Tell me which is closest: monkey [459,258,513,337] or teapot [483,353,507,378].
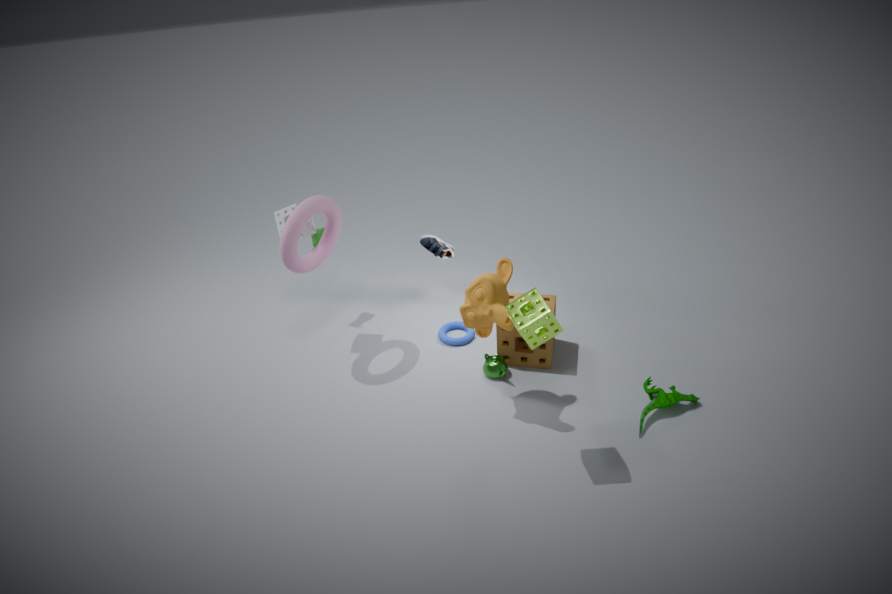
monkey [459,258,513,337]
